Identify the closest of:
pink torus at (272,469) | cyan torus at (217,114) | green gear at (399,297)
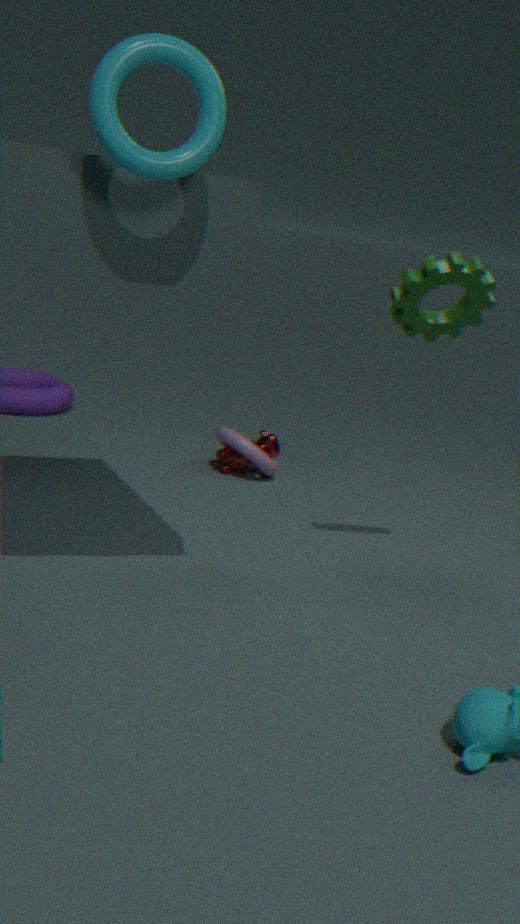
cyan torus at (217,114)
